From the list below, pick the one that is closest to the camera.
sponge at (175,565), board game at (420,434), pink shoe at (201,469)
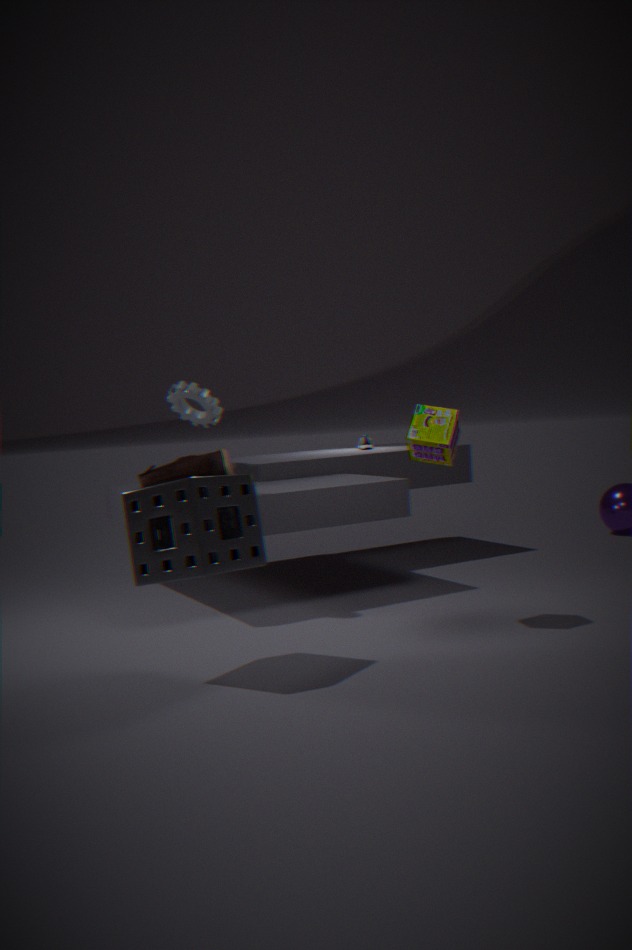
sponge at (175,565)
